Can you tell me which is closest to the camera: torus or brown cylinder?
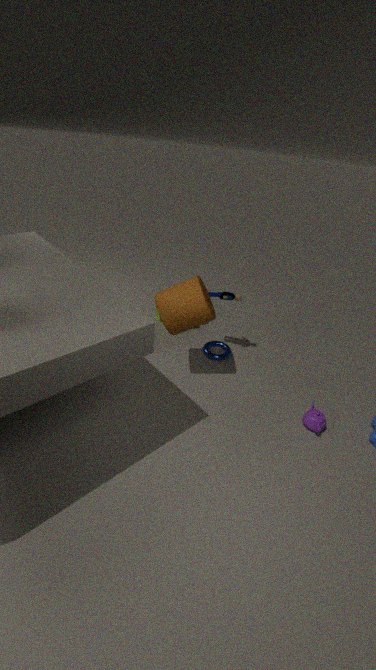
brown cylinder
